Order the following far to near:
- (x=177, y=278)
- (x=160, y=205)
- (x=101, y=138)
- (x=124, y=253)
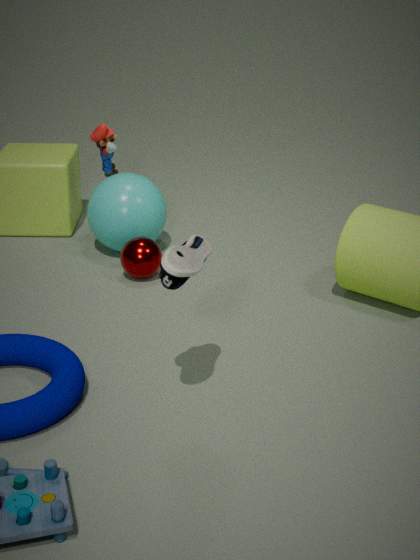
(x=101, y=138), (x=160, y=205), (x=124, y=253), (x=177, y=278)
